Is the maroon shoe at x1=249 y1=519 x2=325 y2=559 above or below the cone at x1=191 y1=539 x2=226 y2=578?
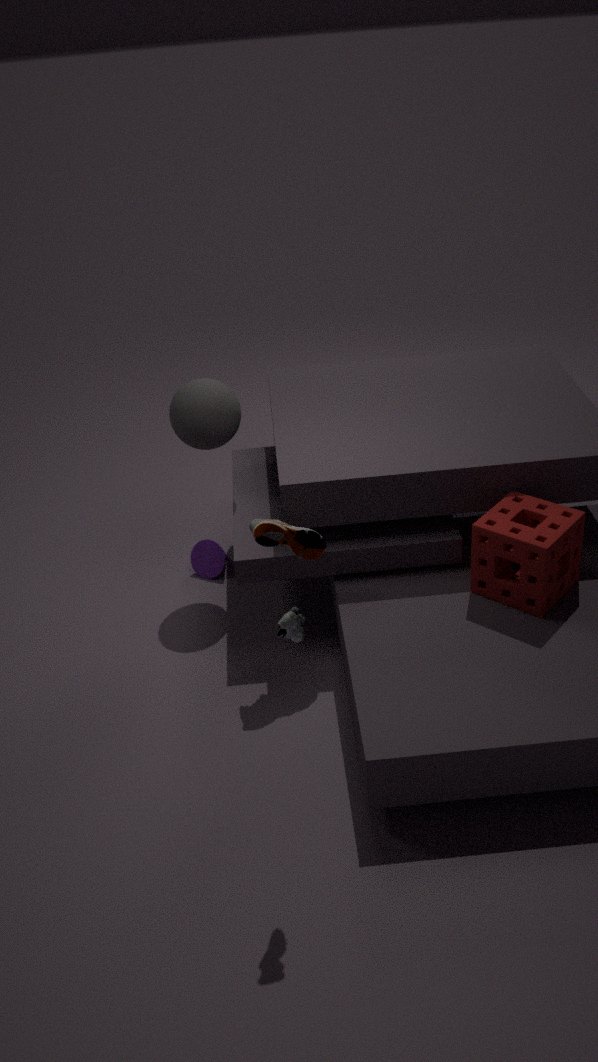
above
